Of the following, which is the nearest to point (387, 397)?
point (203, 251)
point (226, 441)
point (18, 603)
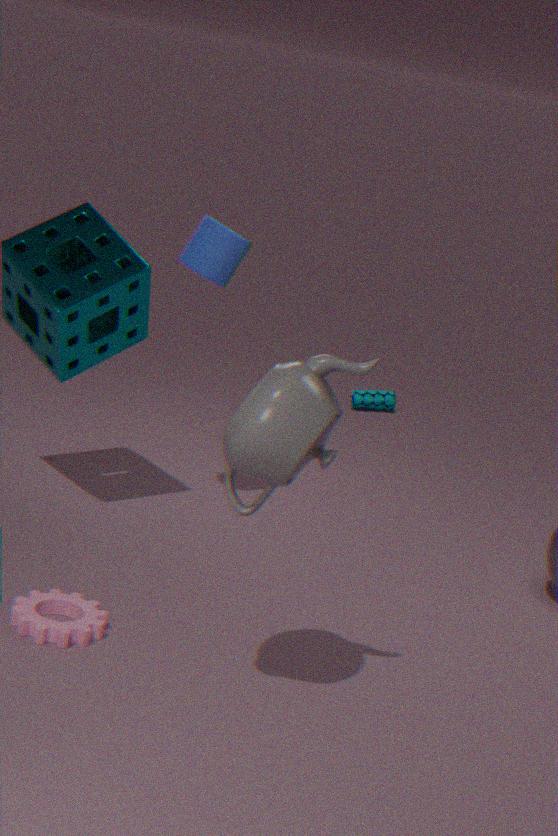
point (203, 251)
